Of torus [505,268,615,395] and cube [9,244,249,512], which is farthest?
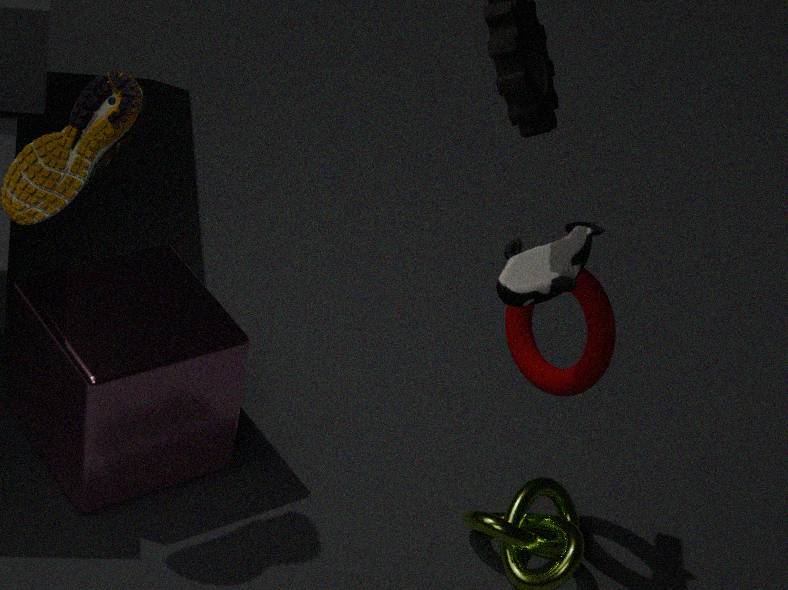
cube [9,244,249,512]
